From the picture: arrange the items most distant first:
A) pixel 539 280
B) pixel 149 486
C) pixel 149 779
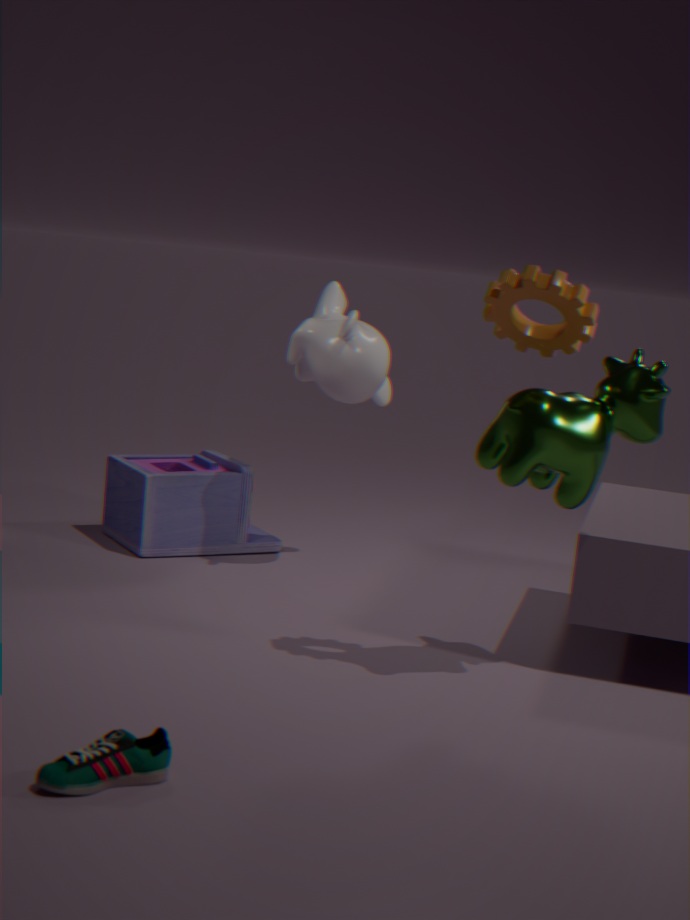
B. pixel 149 486
A. pixel 539 280
C. pixel 149 779
